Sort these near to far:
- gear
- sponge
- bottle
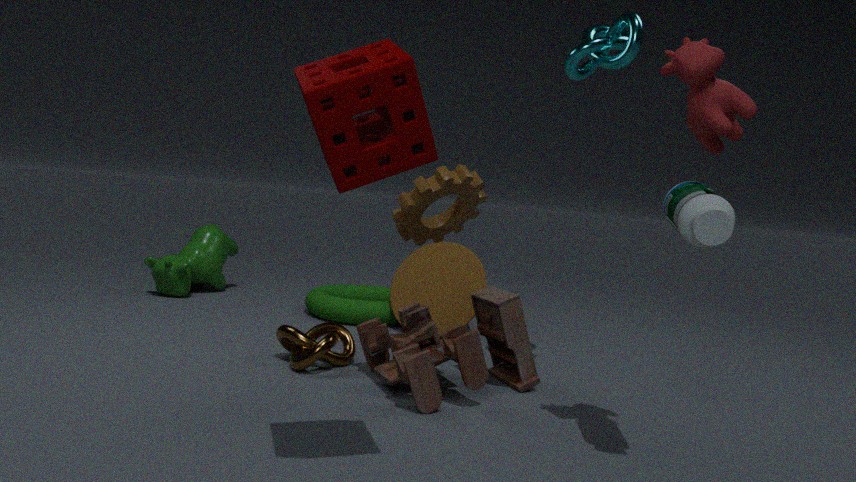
sponge, bottle, gear
